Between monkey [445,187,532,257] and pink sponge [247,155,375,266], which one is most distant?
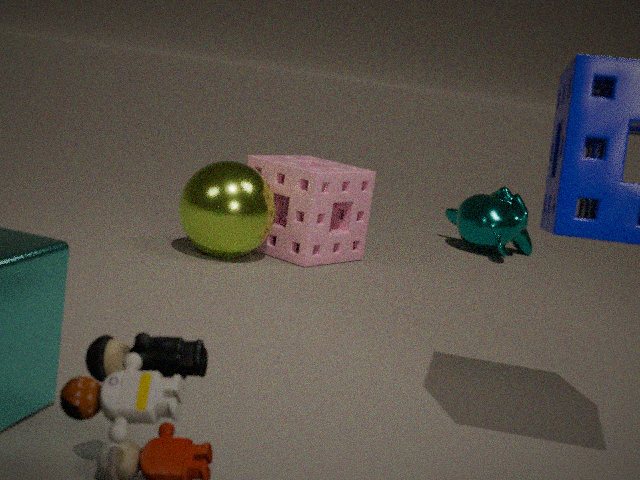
monkey [445,187,532,257]
